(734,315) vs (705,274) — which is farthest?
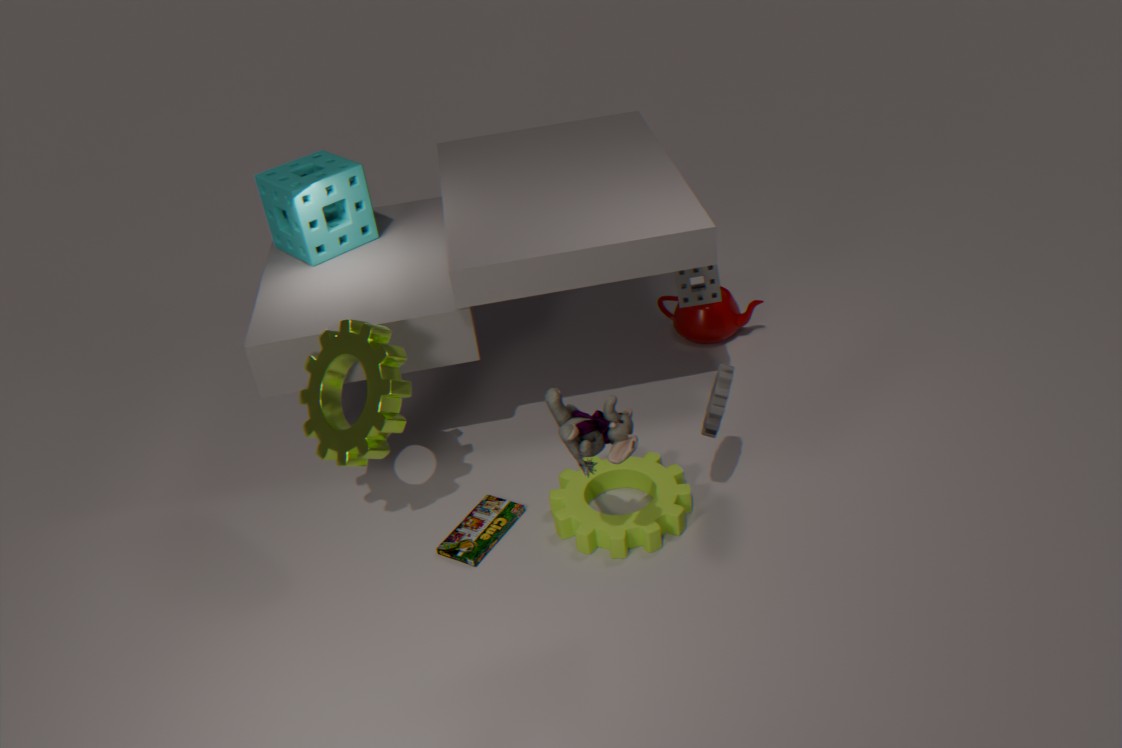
(734,315)
